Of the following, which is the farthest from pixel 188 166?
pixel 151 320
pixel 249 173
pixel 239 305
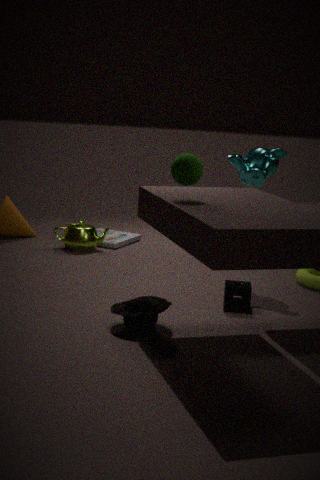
pixel 249 173
